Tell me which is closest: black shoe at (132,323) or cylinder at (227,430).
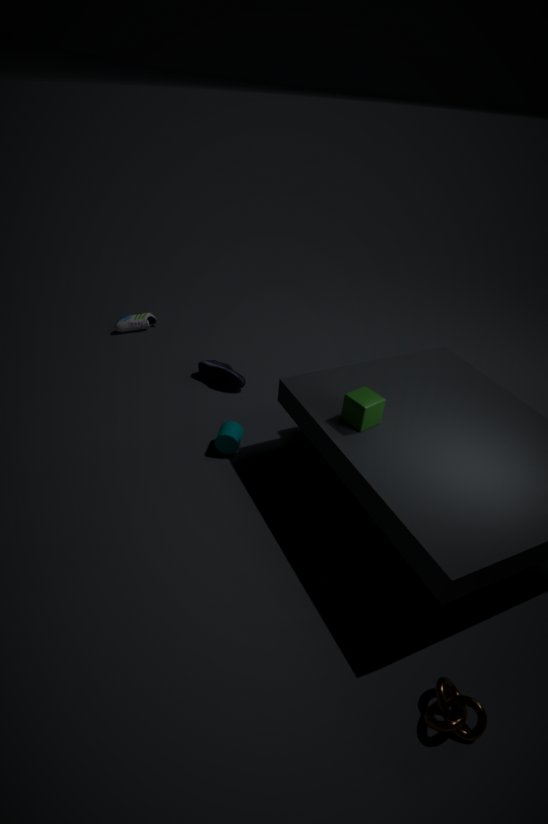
cylinder at (227,430)
